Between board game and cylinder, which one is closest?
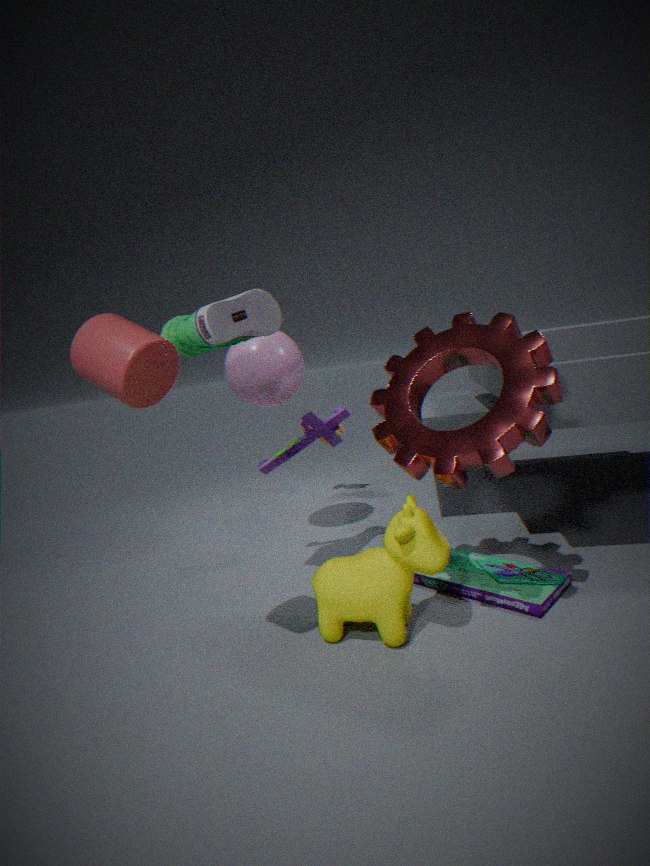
cylinder
